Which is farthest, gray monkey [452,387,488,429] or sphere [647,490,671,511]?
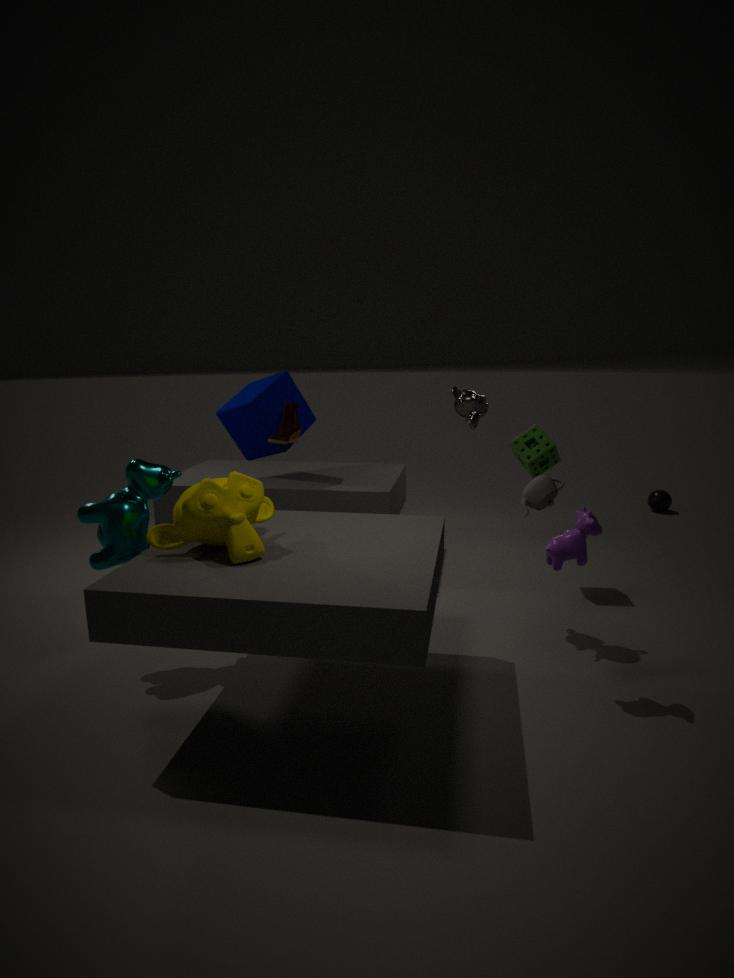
sphere [647,490,671,511]
